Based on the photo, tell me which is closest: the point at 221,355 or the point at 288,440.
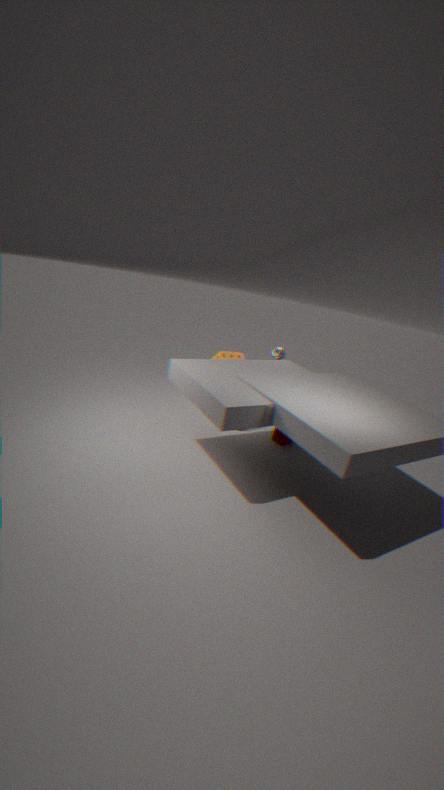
the point at 221,355
